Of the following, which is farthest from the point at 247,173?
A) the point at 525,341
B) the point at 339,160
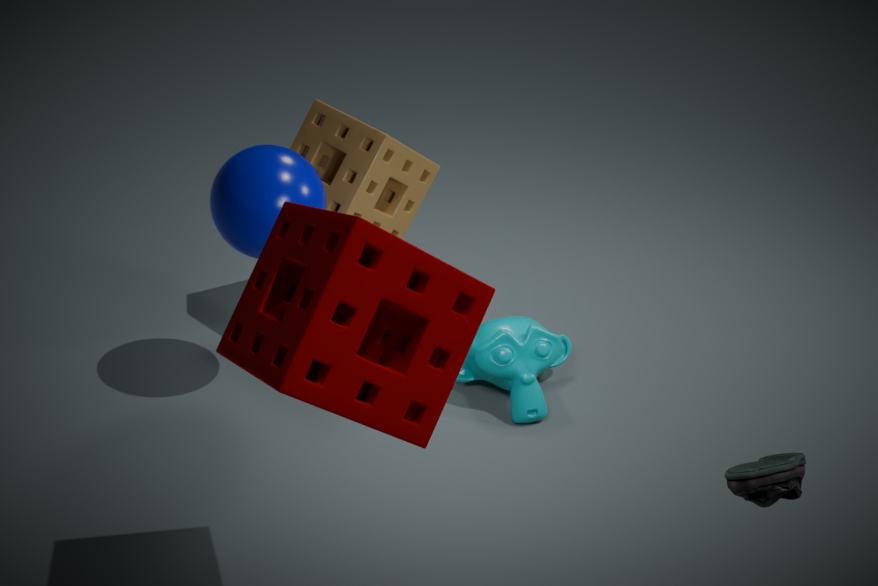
the point at 525,341
